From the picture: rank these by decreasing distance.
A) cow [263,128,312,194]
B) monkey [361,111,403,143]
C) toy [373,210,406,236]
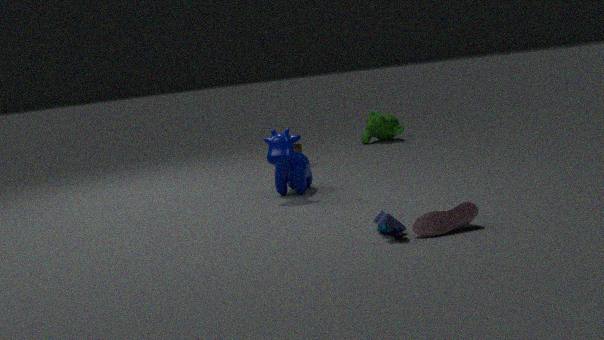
monkey [361,111,403,143], cow [263,128,312,194], toy [373,210,406,236]
